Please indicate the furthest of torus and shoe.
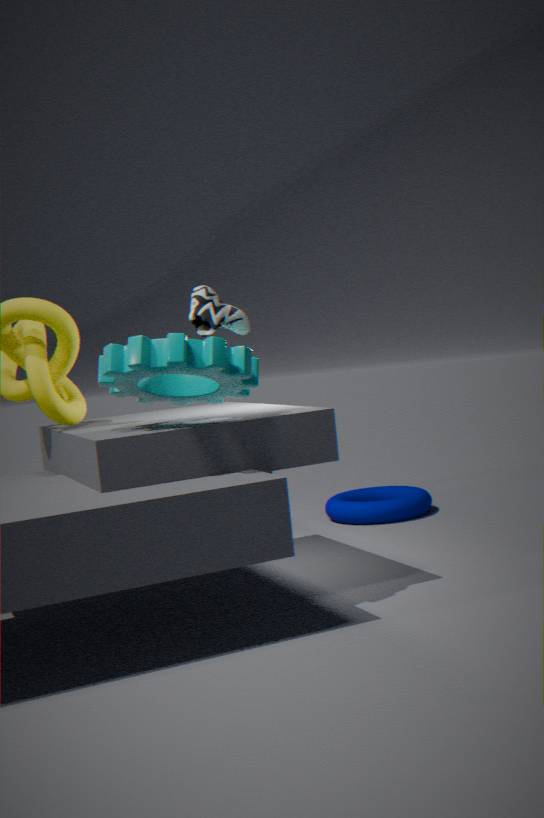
torus
